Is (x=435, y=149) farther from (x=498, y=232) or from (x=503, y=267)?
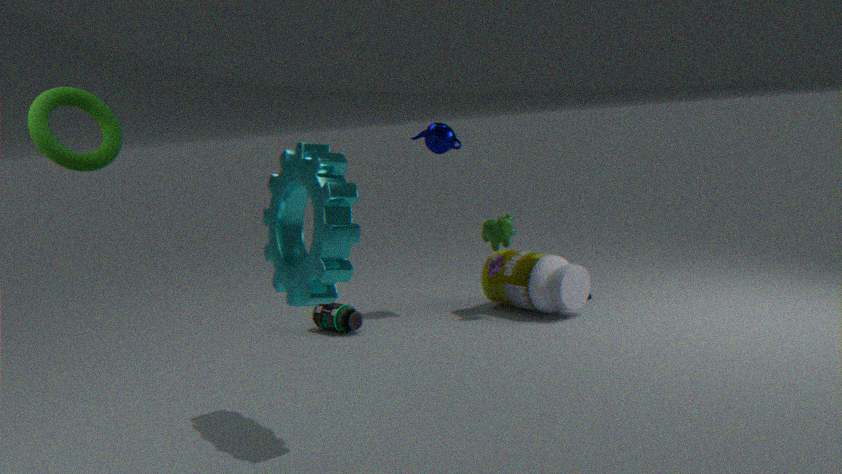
(x=503, y=267)
